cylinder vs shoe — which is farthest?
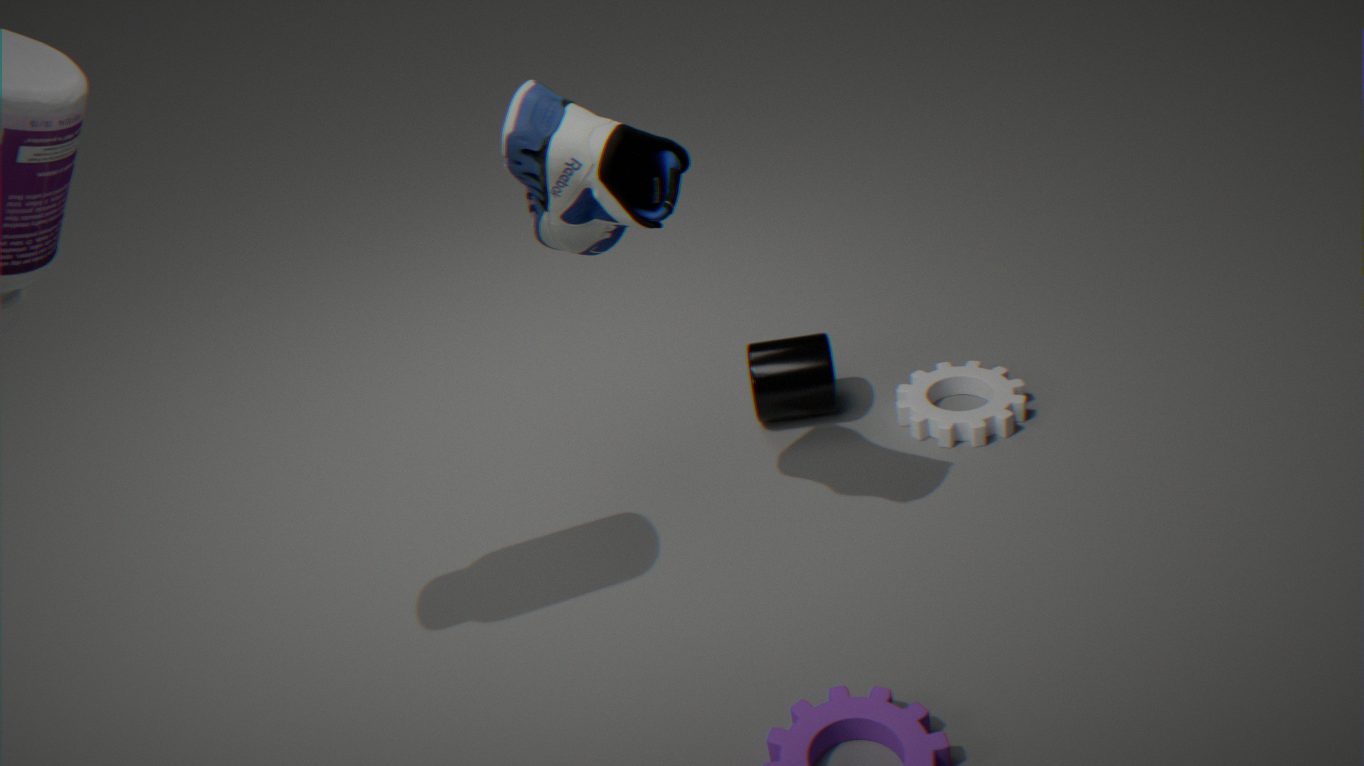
cylinder
